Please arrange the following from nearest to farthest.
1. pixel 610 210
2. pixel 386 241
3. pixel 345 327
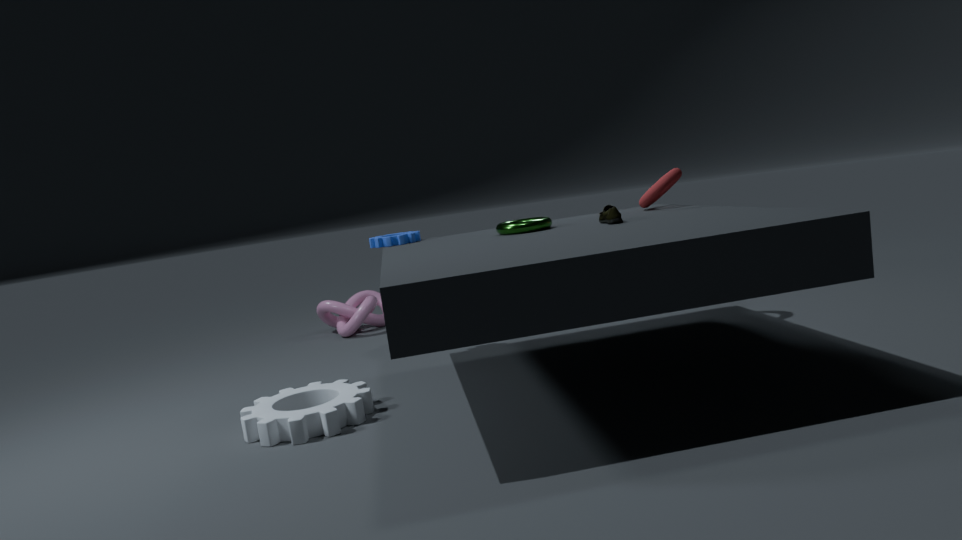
1. pixel 610 210
2. pixel 386 241
3. pixel 345 327
